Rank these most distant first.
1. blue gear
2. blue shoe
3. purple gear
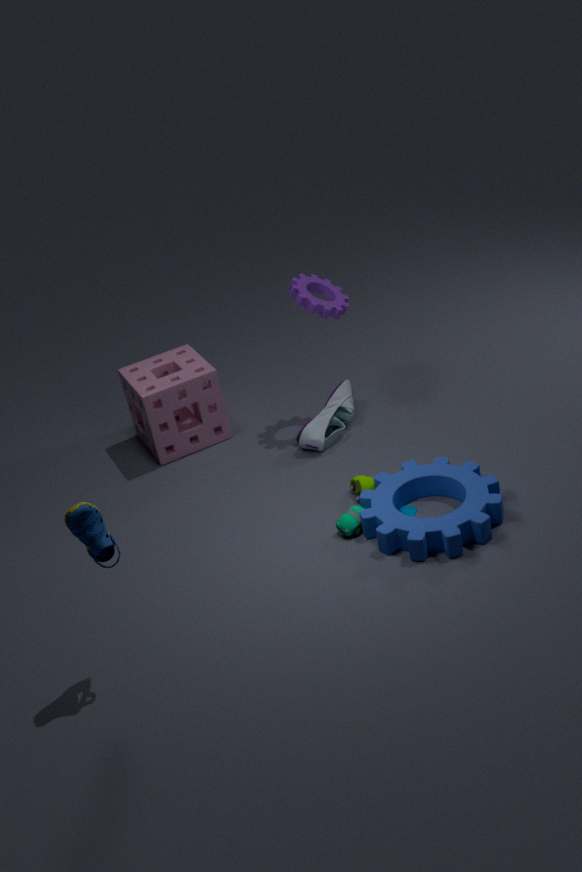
purple gear, blue gear, blue shoe
